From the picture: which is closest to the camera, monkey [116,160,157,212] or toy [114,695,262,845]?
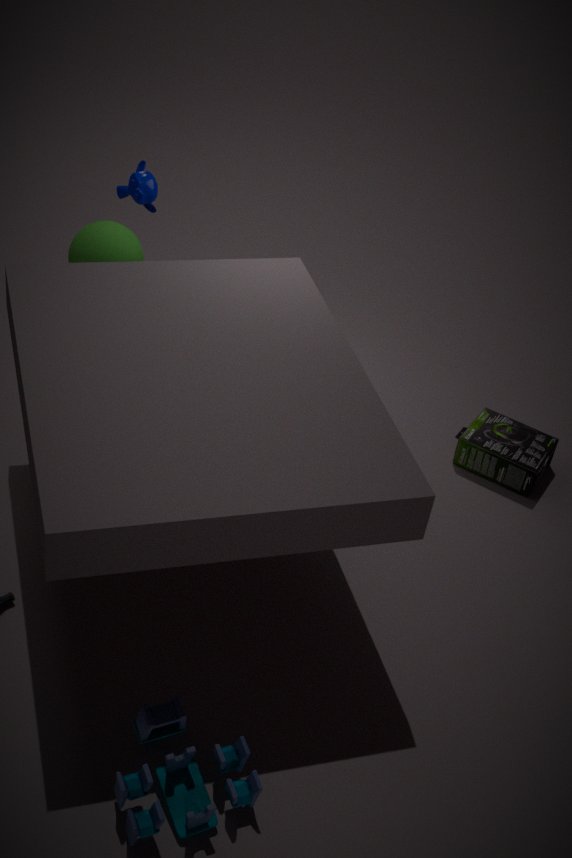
toy [114,695,262,845]
